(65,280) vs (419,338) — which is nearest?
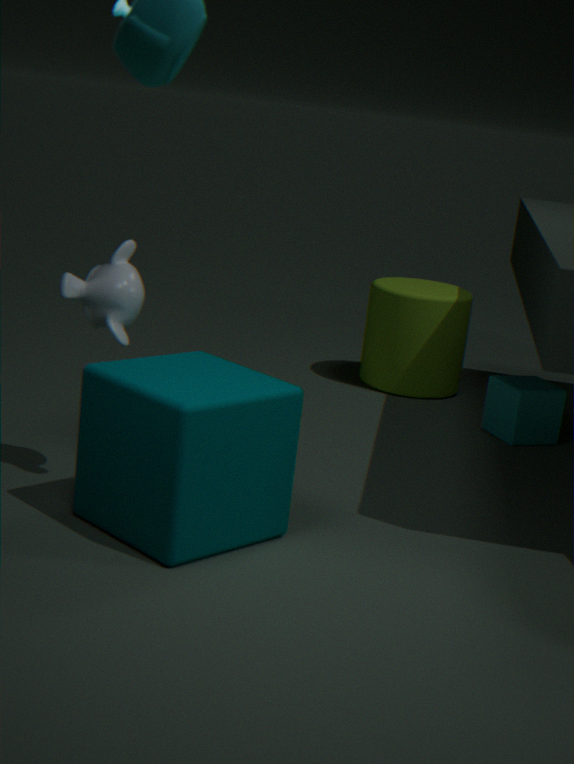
(65,280)
